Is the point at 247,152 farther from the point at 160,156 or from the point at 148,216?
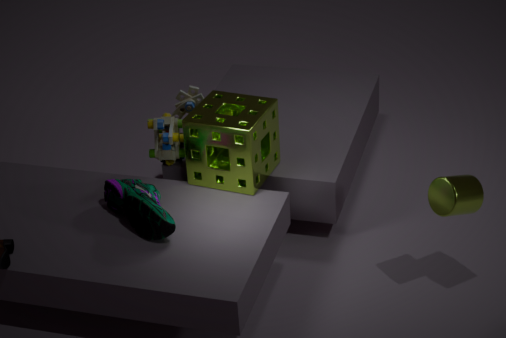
the point at 148,216
